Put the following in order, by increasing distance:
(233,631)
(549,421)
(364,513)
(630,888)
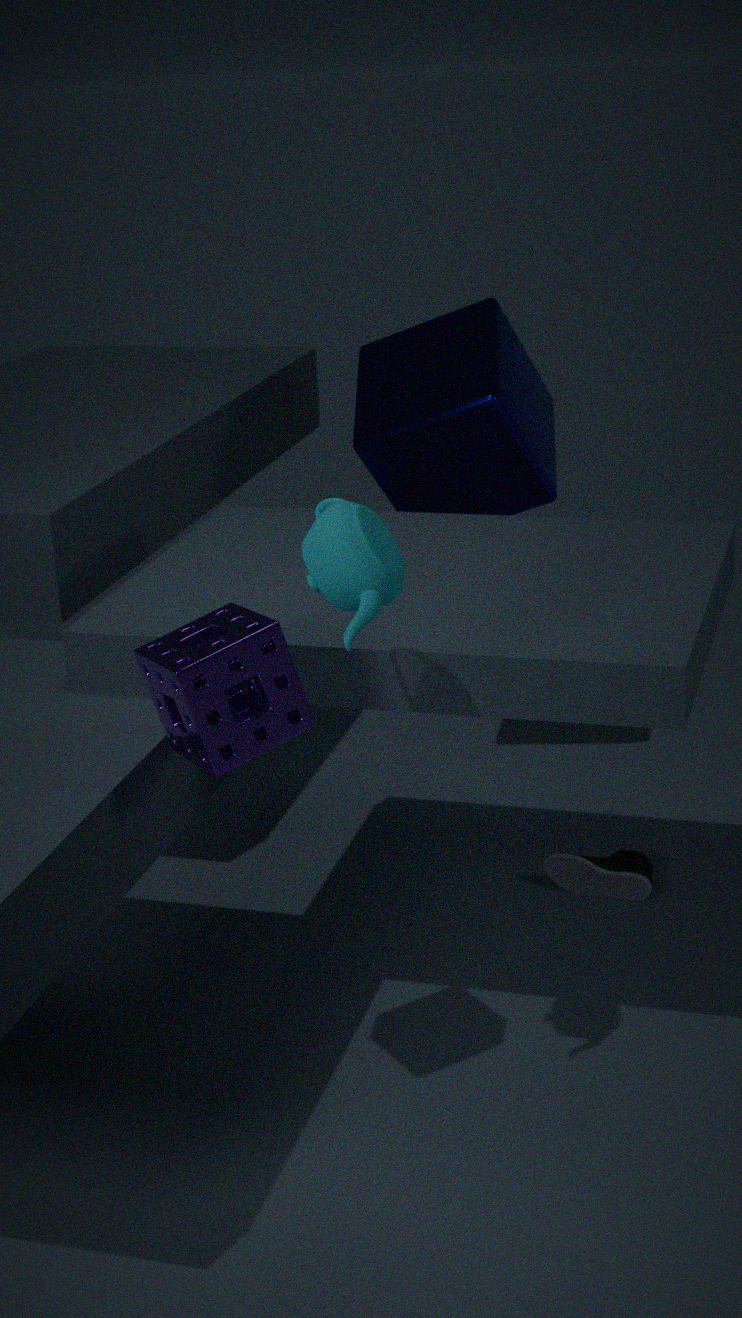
(364,513), (233,631), (630,888), (549,421)
